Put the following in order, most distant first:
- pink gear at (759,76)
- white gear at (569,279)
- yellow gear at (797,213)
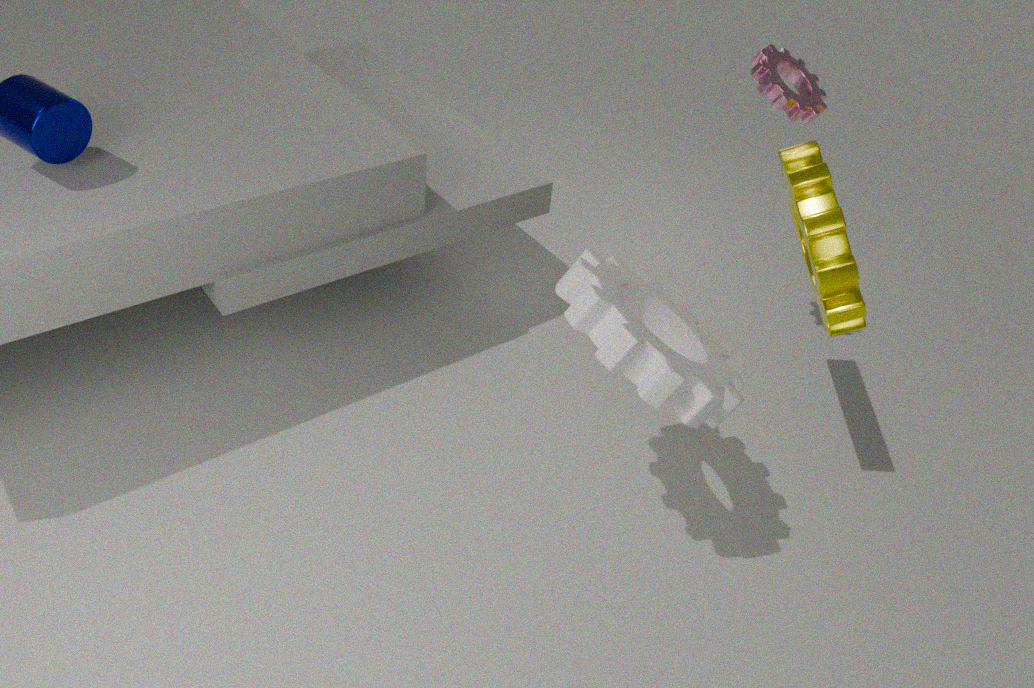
pink gear at (759,76) → yellow gear at (797,213) → white gear at (569,279)
